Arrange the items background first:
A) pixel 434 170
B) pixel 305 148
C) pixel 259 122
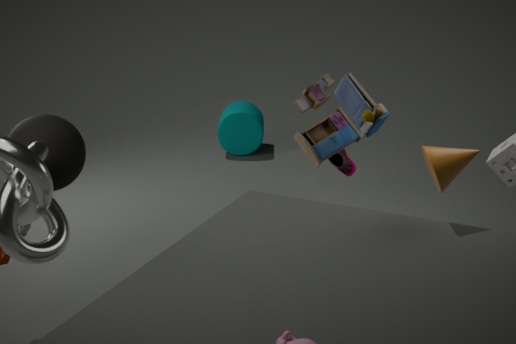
pixel 259 122 → pixel 305 148 → pixel 434 170
